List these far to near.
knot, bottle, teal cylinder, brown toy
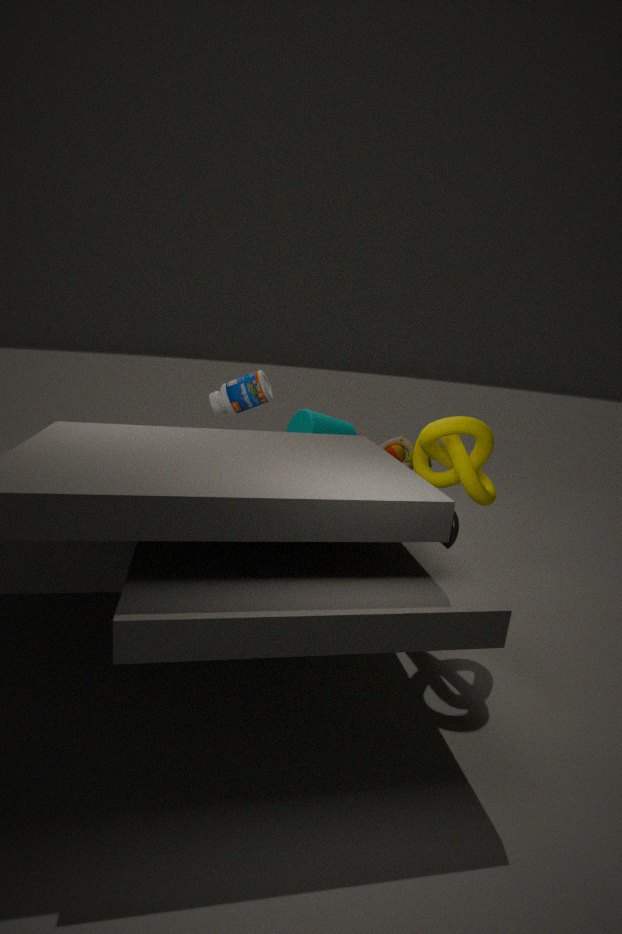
bottle < brown toy < teal cylinder < knot
